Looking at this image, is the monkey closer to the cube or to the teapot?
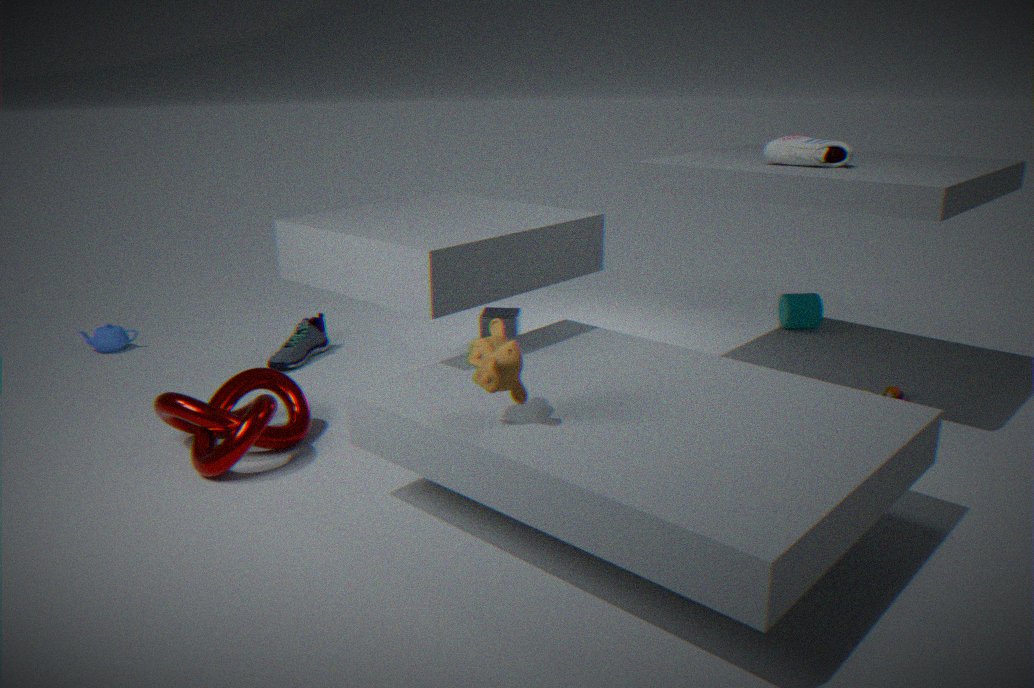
the cube
